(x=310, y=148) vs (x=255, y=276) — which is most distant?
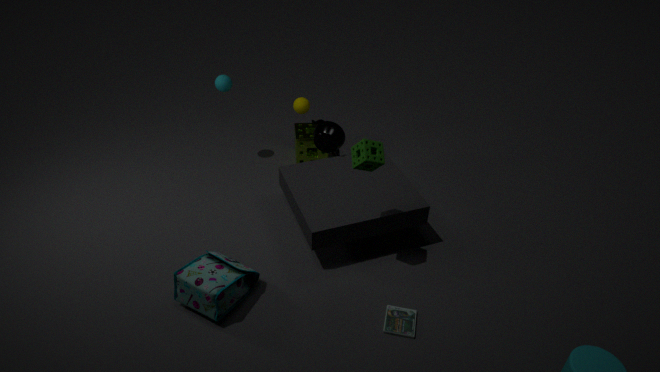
(x=310, y=148)
